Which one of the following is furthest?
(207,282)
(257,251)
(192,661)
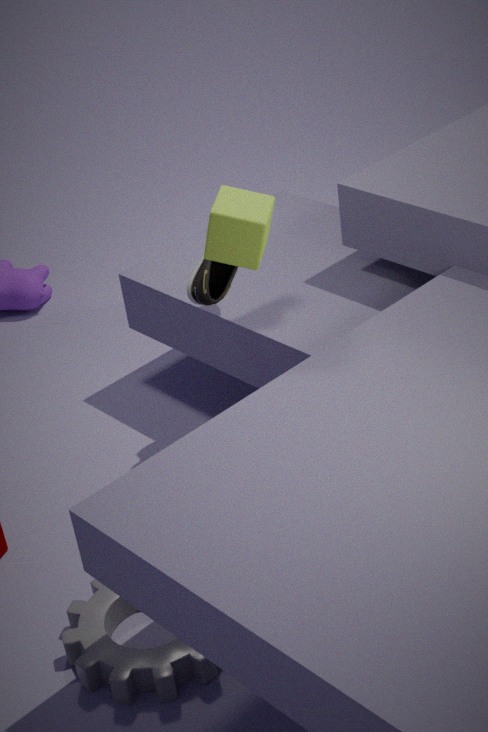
(207,282)
